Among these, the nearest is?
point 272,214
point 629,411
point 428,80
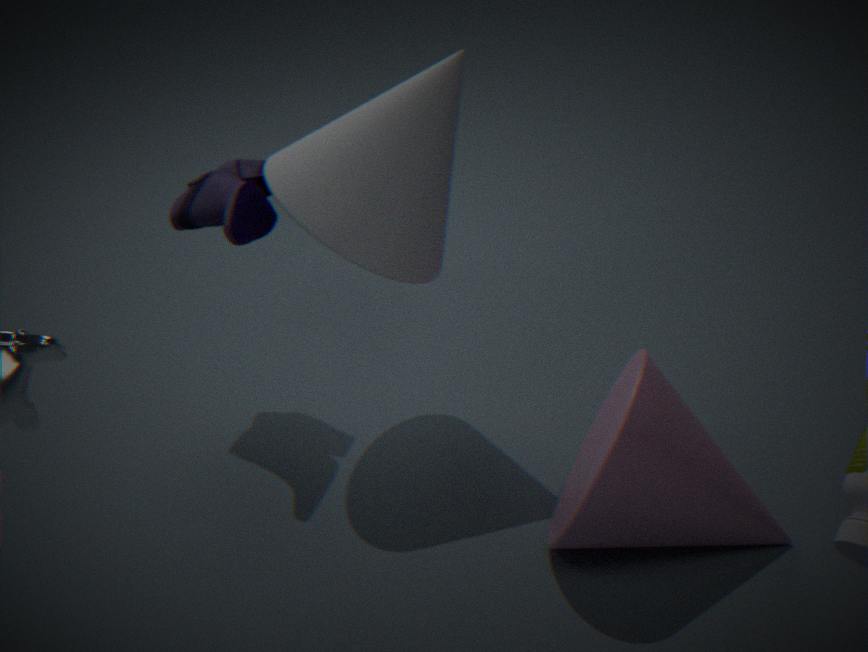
point 629,411
